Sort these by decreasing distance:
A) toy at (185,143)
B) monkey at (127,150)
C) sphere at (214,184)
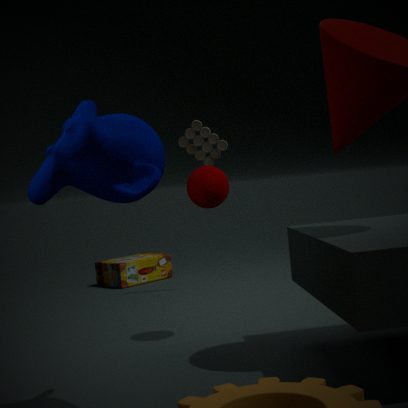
toy at (185,143) → sphere at (214,184) → monkey at (127,150)
